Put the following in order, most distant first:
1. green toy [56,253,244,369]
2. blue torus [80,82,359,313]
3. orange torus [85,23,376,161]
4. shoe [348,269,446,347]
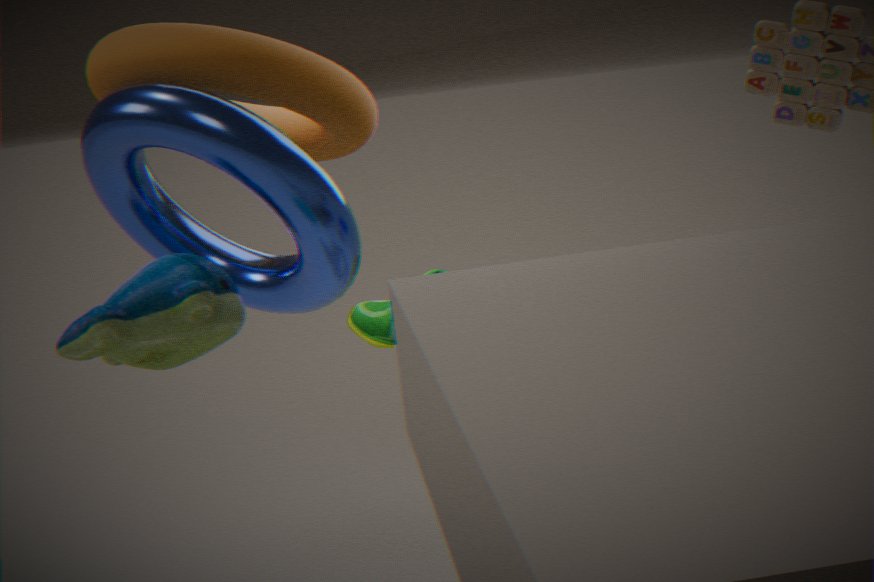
1. shoe [348,269,446,347]
2. orange torus [85,23,376,161]
3. green toy [56,253,244,369]
4. blue torus [80,82,359,313]
